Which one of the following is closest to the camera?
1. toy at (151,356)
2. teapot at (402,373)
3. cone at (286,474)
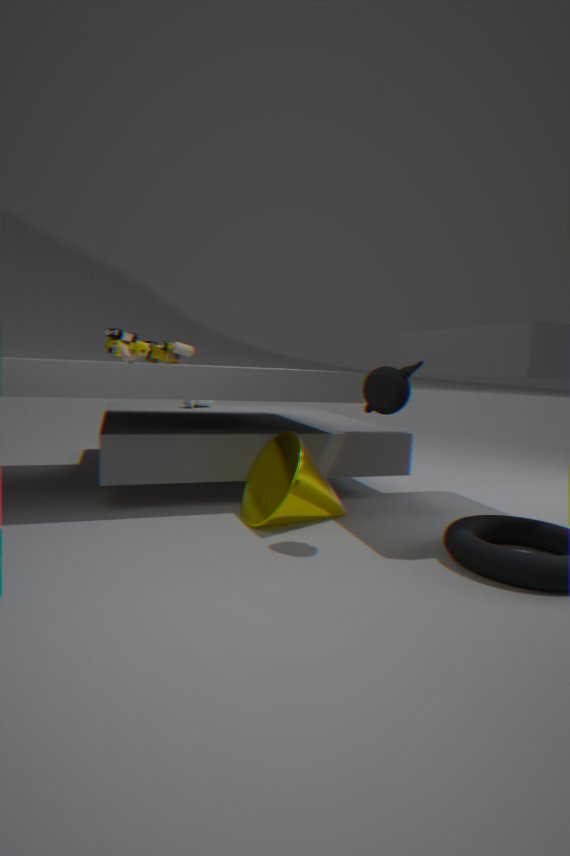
teapot at (402,373)
